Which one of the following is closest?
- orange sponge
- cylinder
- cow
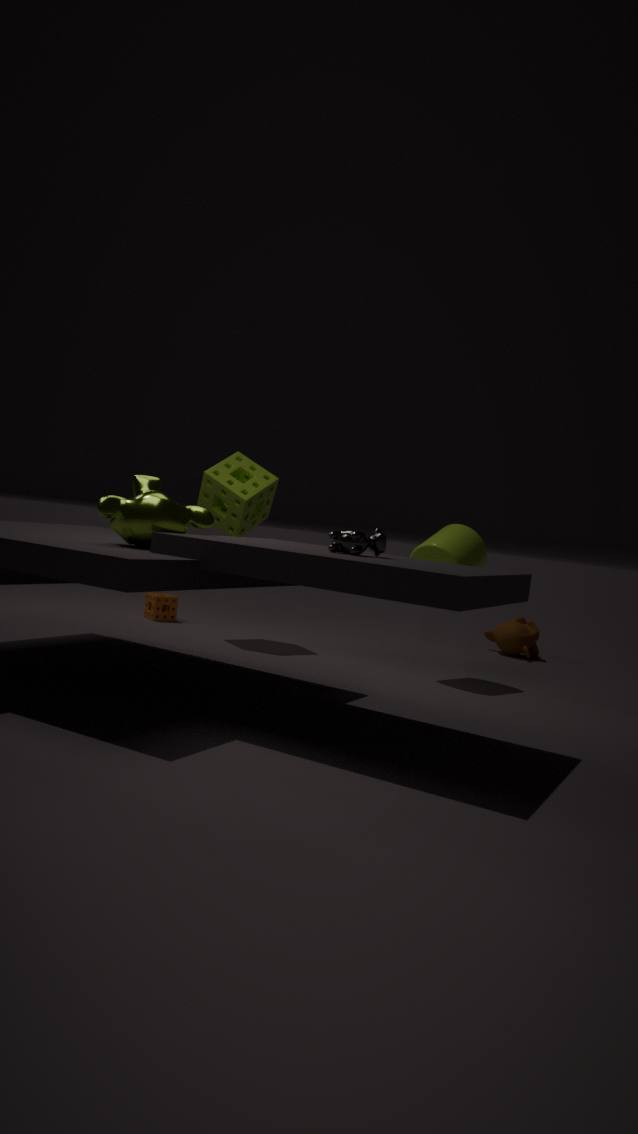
cow
